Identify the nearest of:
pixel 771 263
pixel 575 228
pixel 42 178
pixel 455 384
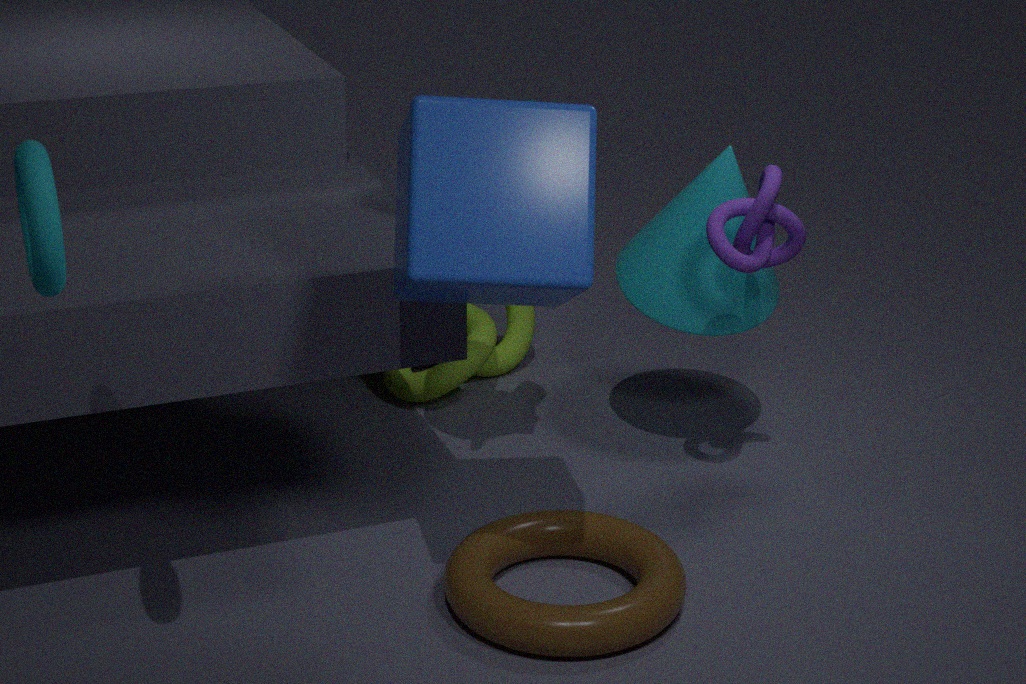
pixel 42 178
